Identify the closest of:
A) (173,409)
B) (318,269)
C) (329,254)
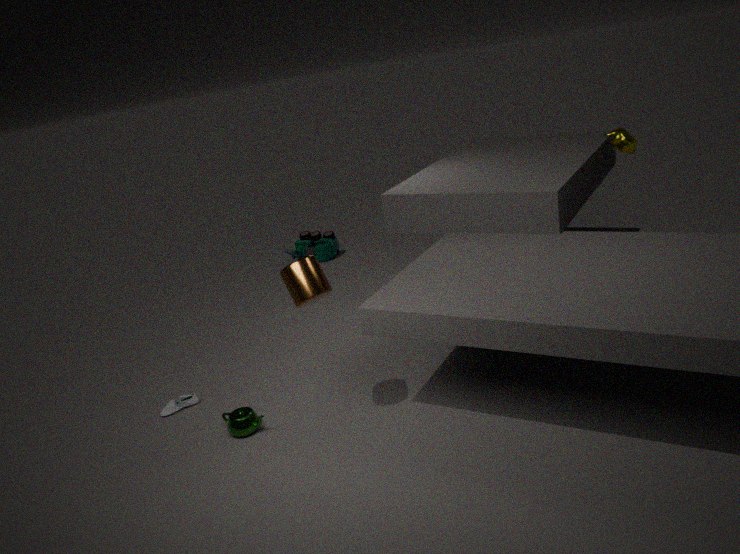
(318,269)
